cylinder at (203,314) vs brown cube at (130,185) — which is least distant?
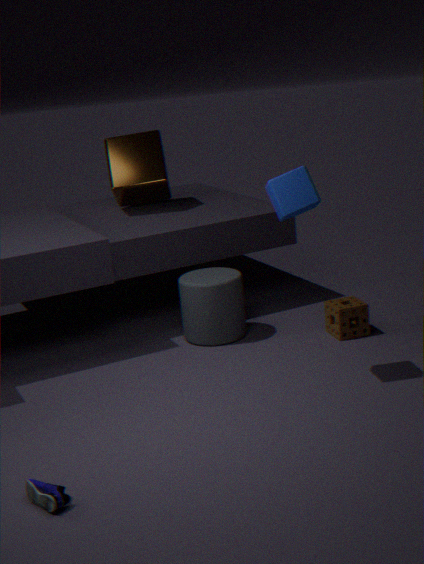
cylinder at (203,314)
